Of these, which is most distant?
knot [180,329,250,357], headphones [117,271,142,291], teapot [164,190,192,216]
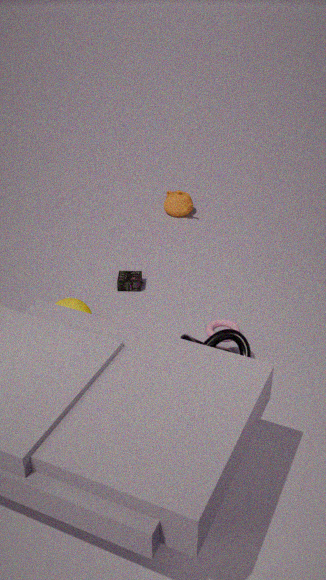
teapot [164,190,192,216]
